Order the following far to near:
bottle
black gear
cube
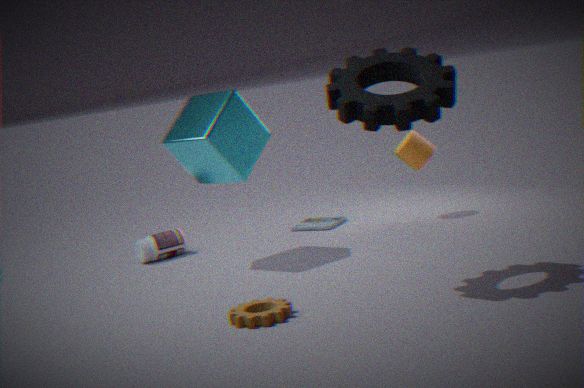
1. bottle
2. cube
3. black gear
